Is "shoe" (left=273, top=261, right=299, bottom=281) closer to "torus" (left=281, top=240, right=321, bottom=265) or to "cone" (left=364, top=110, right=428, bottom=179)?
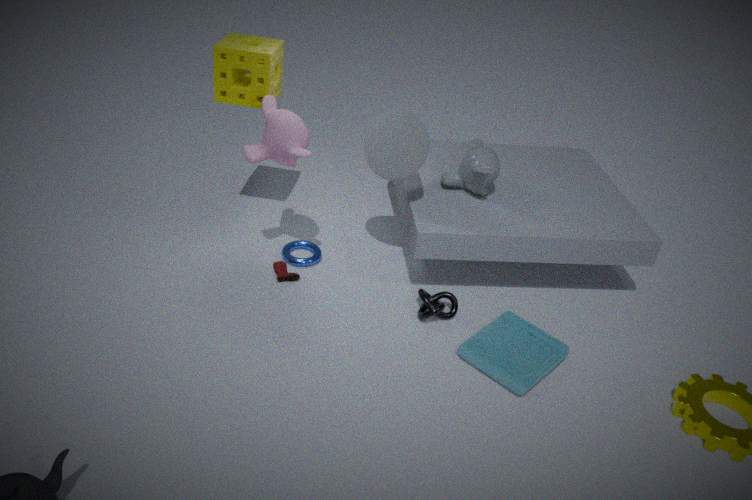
"torus" (left=281, top=240, right=321, bottom=265)
